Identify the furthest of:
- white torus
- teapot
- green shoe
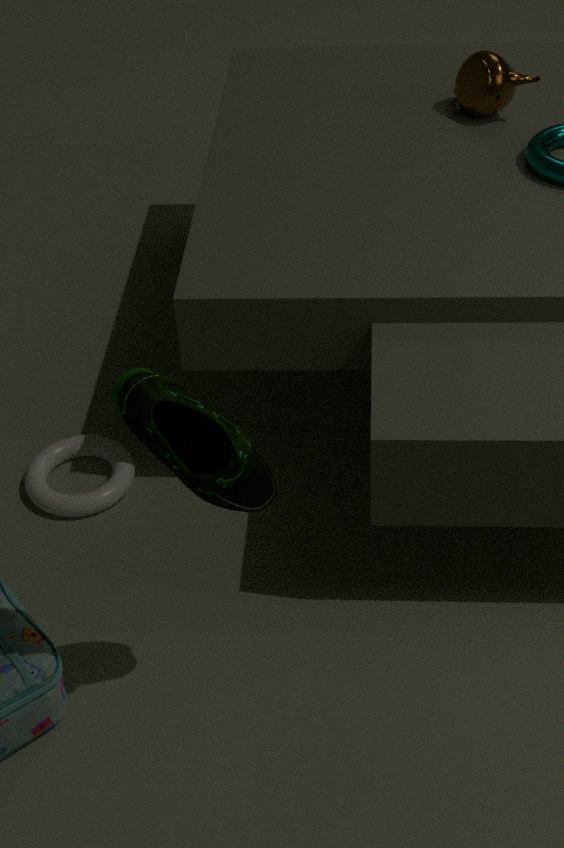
teapot
